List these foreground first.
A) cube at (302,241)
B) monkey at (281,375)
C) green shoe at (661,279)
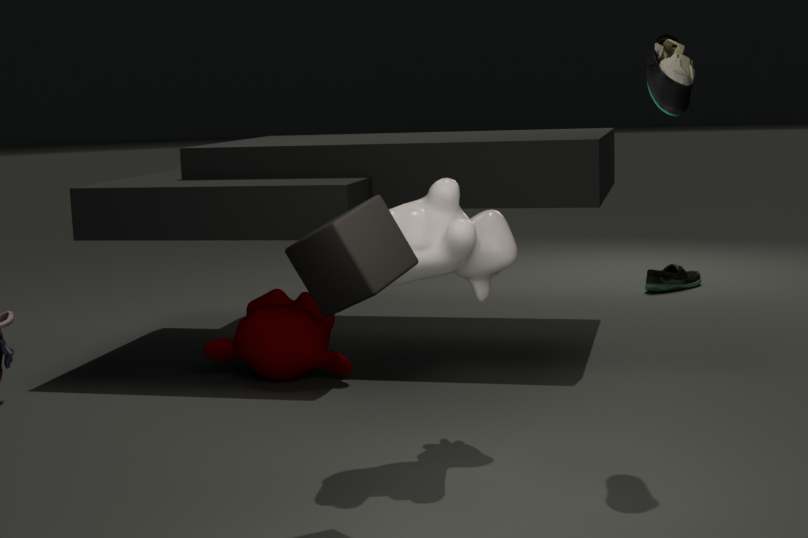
cube at (302,241) → monkey at (281,375) → green shoe at (661,279)
